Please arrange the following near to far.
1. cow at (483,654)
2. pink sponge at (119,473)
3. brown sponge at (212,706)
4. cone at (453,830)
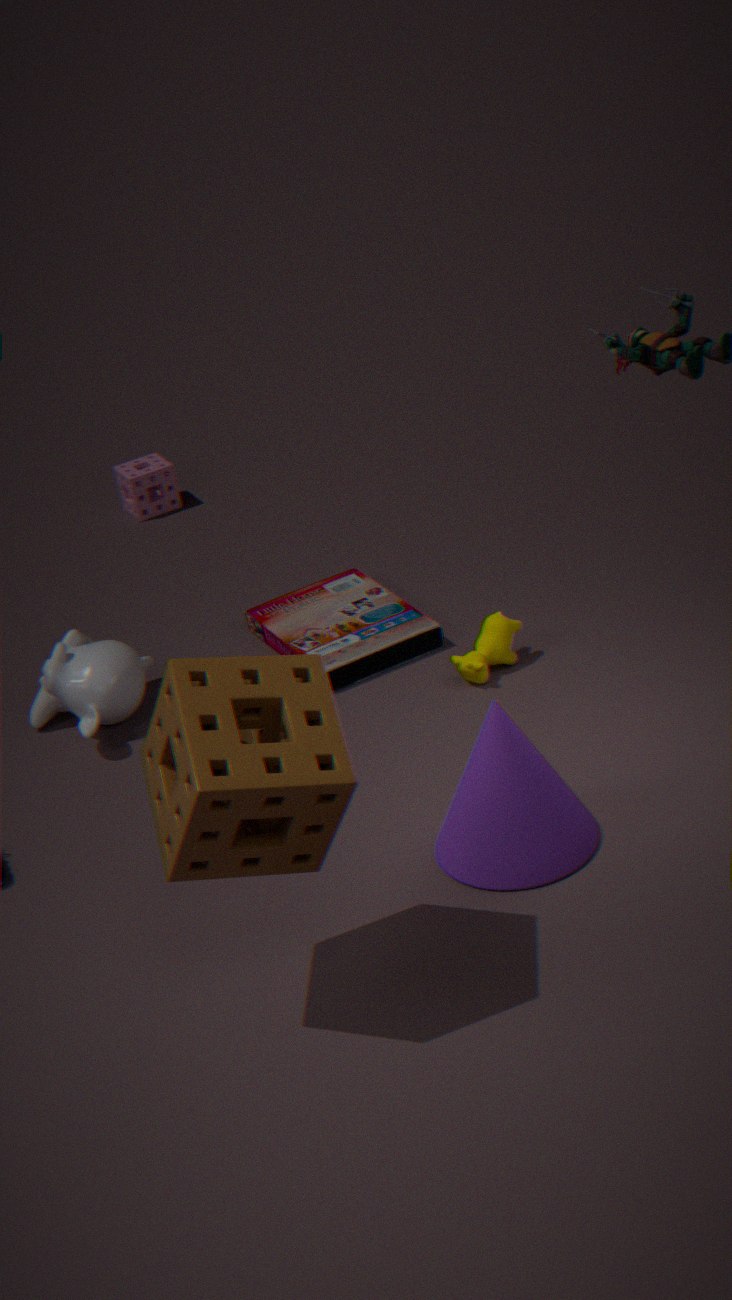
brown sponge at (212,706) → cone at (453,830) → cow at (483,654) → pink sponge at (119,473)
